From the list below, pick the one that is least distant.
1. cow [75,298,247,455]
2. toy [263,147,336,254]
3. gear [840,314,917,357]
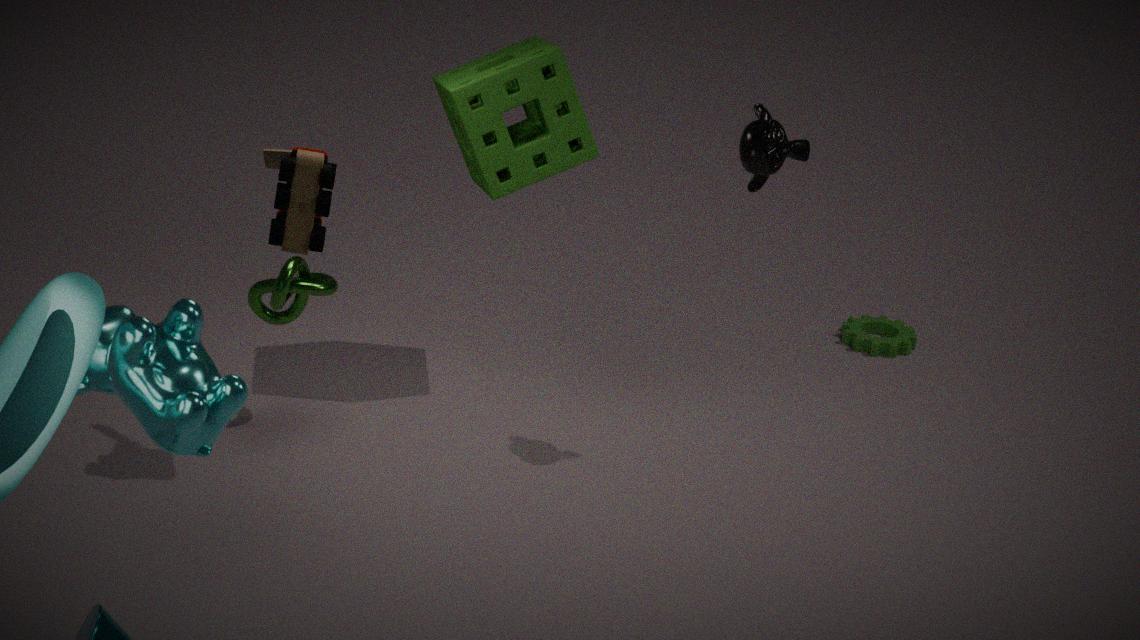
cow [75,298,247,455]
